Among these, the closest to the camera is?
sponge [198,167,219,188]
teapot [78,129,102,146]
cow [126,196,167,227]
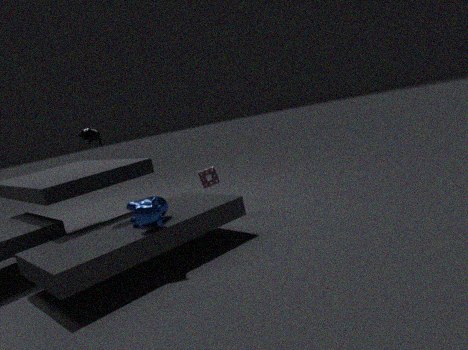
cow [126,196,167,227]
